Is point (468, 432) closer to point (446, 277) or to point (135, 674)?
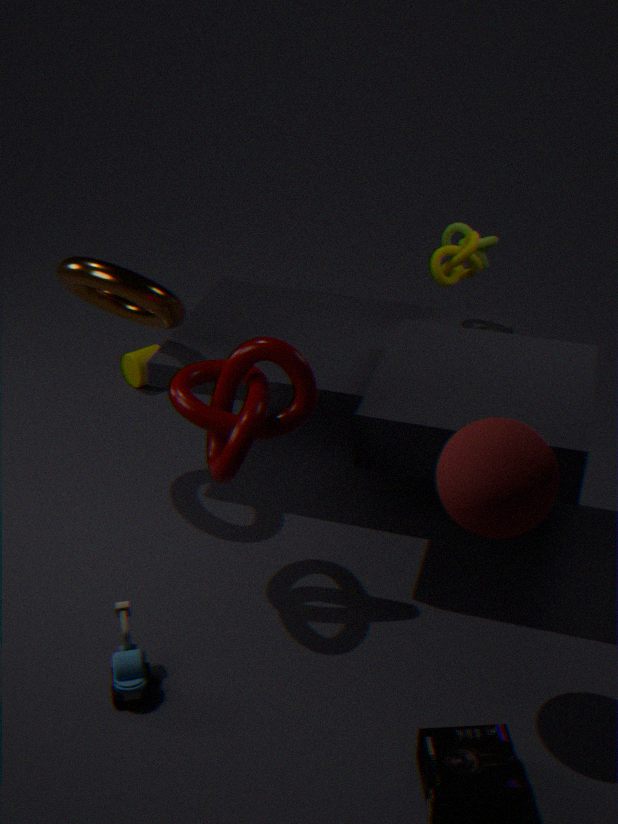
point (135, 674)
